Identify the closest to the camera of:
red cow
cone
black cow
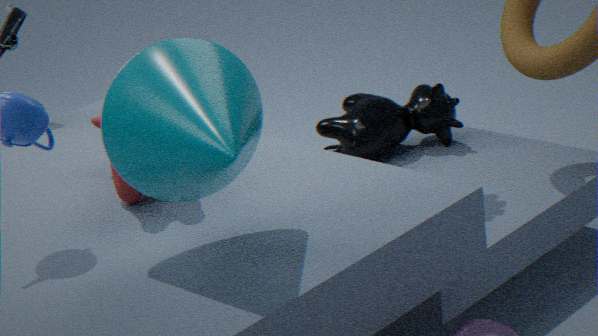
cone
